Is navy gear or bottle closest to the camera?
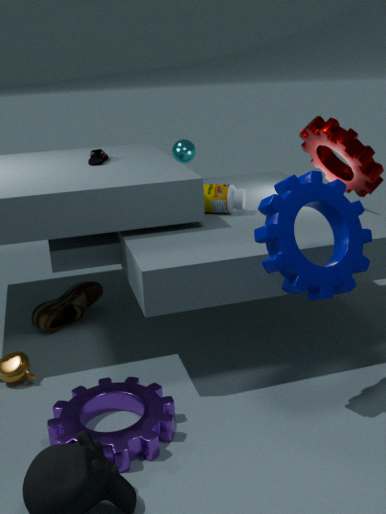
navy gear
